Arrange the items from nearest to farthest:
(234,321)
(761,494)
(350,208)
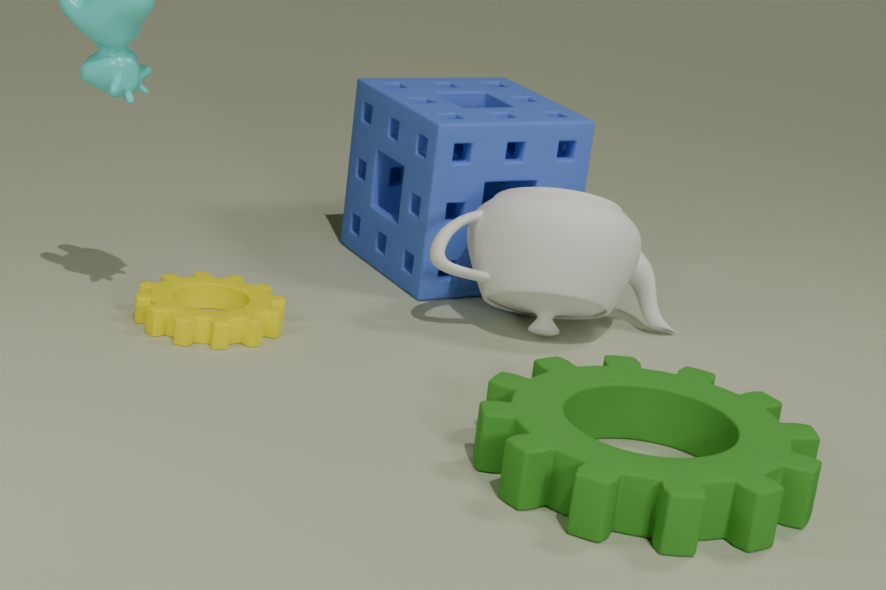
1. (761,494)
2. (234,321)
3. (350,208)
